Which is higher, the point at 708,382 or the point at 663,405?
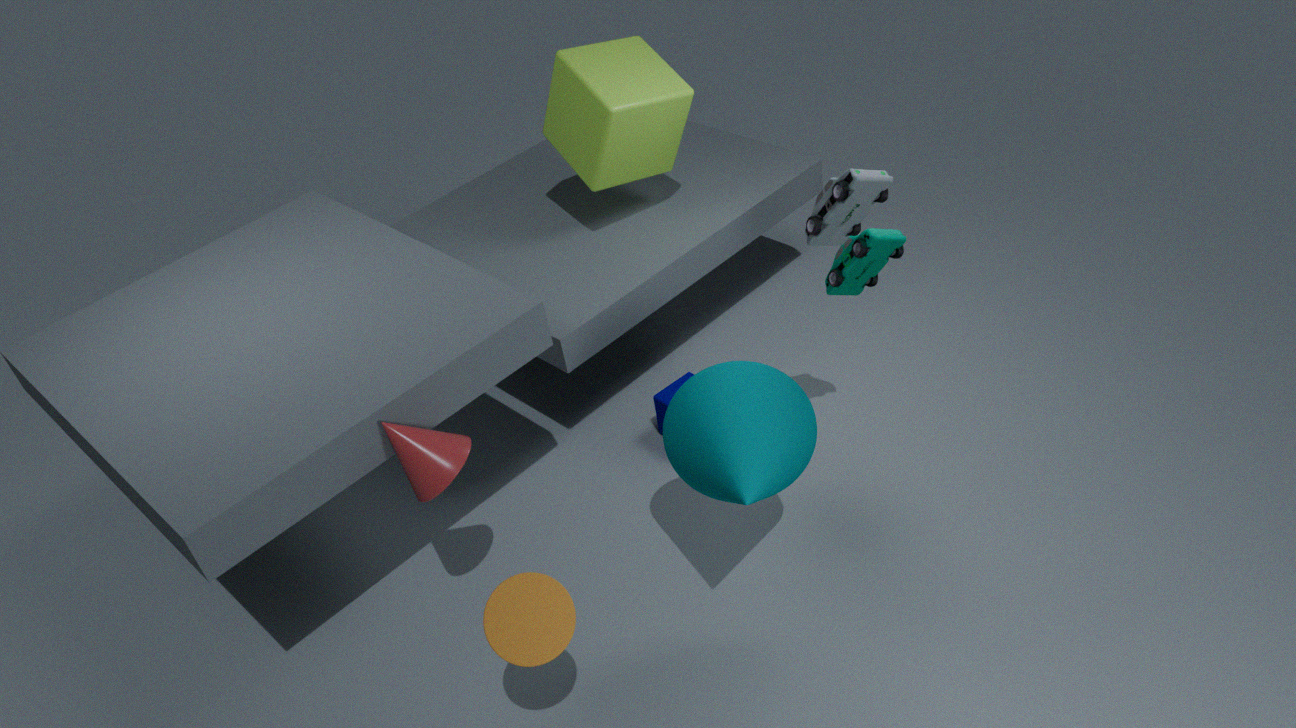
the point at 708,382
